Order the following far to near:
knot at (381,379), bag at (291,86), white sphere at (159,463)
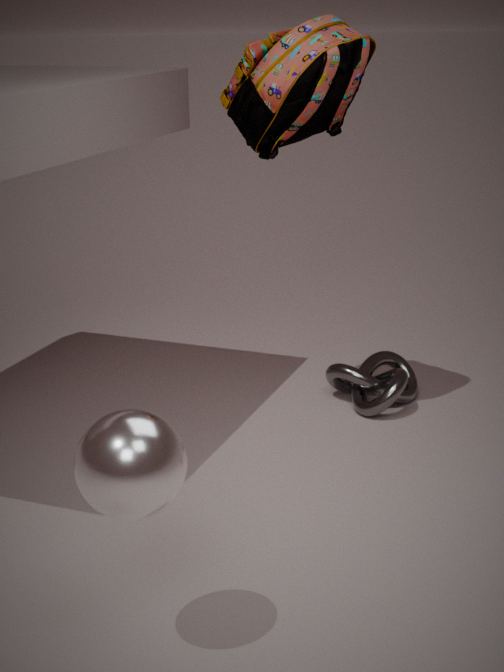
1. knot at (381,379)
2. bag at (291,86)
3. white sphere at (159,463)
